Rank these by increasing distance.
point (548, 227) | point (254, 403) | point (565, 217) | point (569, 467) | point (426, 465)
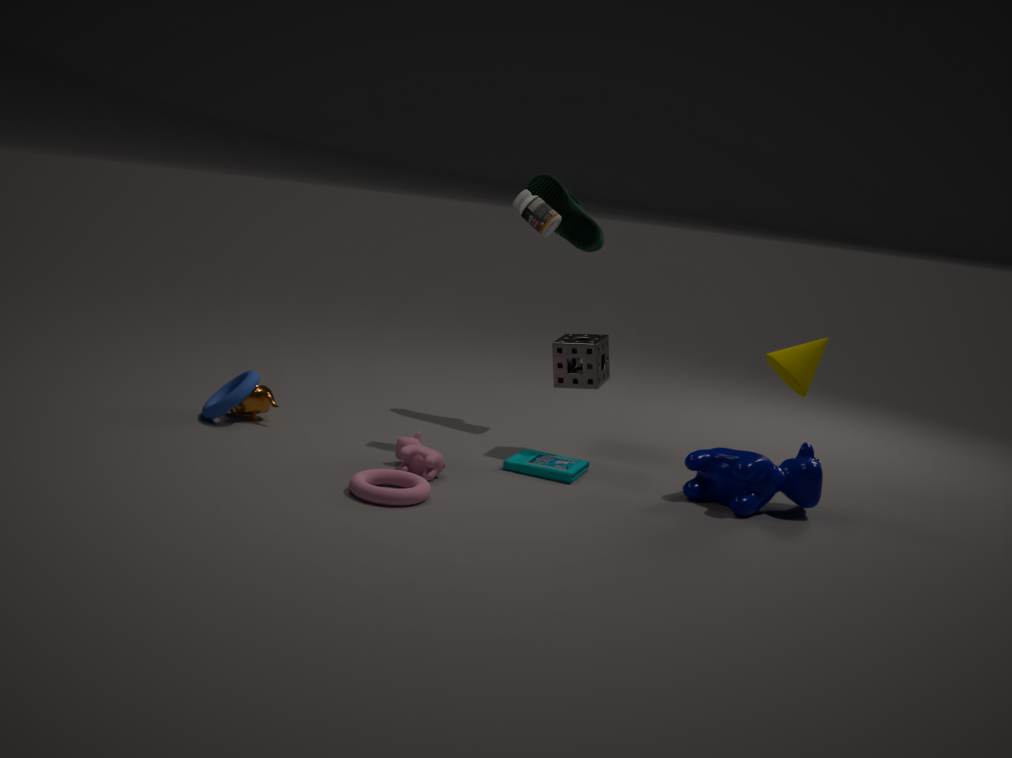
point (426, 465)
point (569, 467)
point (548, 227)
point (254, 403)
point (565, 217)
